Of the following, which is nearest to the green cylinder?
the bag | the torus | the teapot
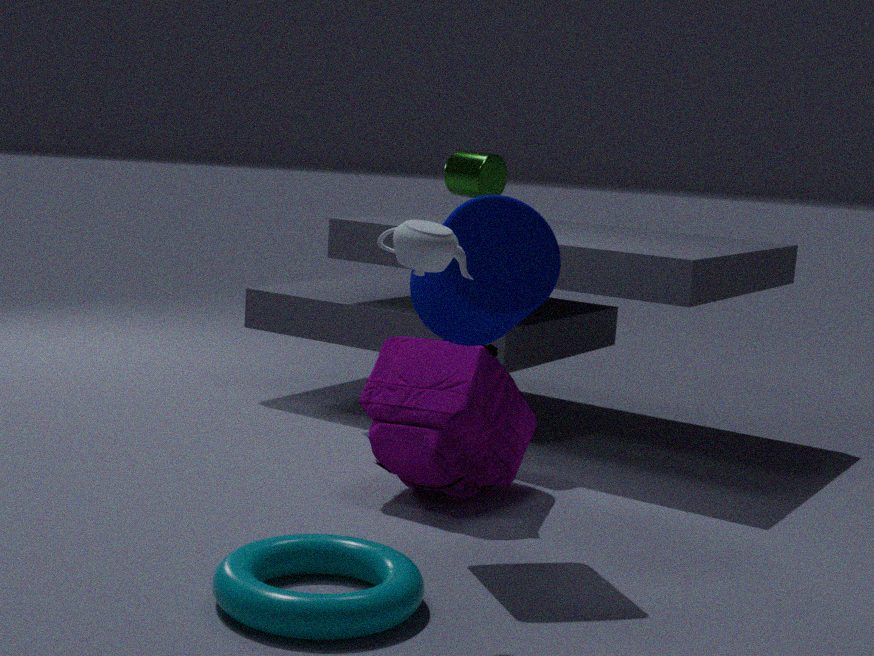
the bag
